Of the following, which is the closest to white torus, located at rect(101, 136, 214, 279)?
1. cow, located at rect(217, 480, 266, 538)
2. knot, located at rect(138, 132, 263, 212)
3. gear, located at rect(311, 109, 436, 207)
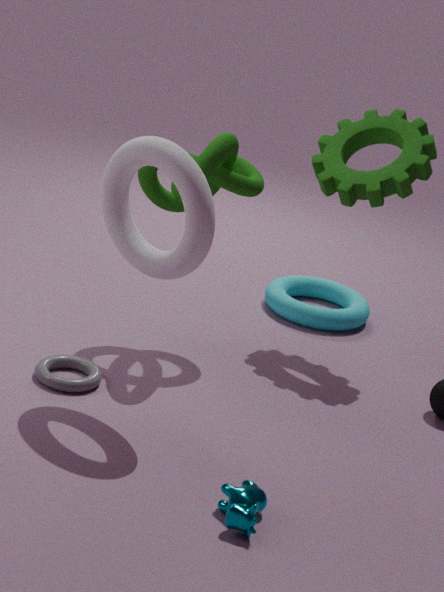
knot, located at rect(138, 132, 263, 212)
